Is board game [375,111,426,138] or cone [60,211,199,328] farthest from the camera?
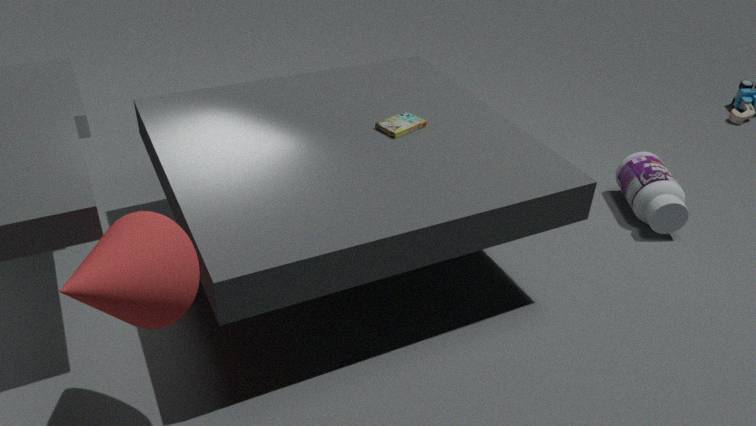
board game [375,111,426,138]
